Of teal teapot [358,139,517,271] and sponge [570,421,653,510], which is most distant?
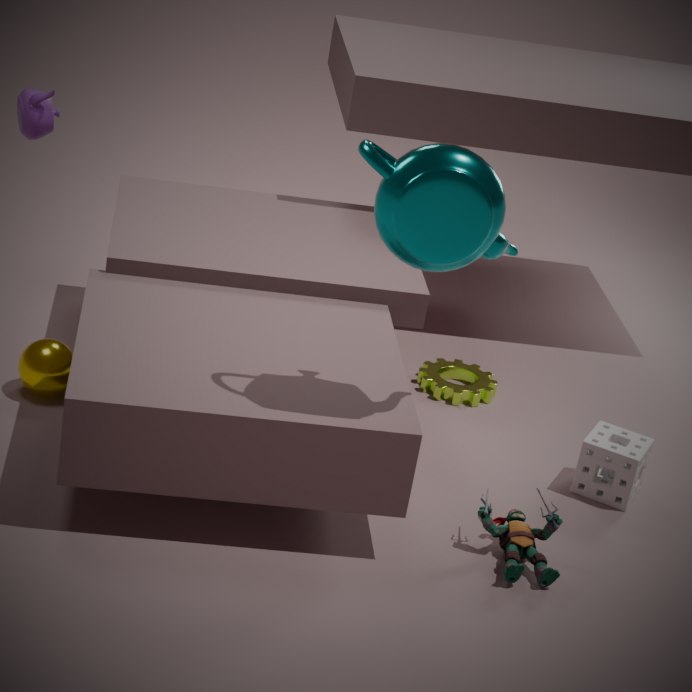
sponge [570,421,653,510]
